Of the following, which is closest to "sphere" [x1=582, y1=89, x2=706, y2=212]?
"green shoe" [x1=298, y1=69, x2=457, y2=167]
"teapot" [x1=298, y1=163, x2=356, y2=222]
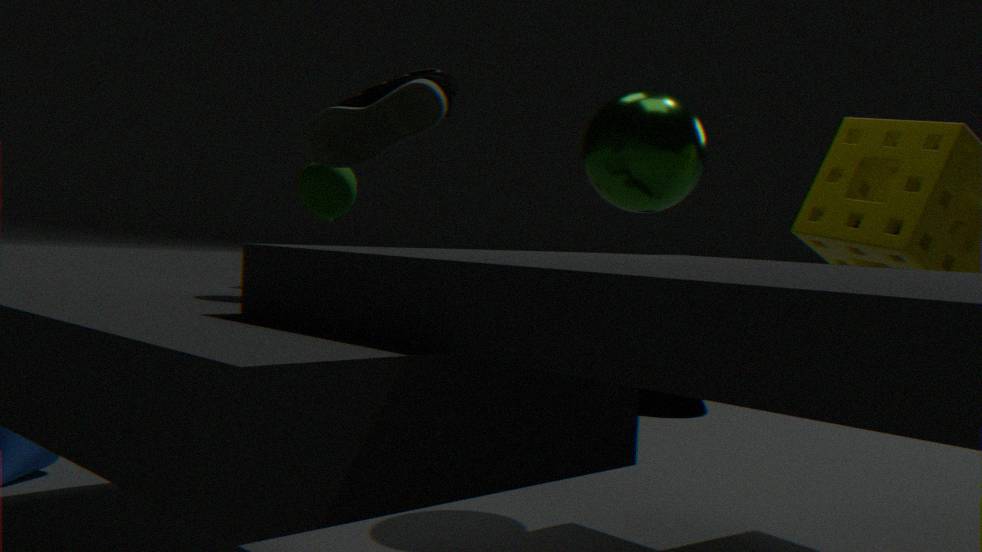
"green shoe" [x1=298, y1=69, x2=457, y2=167]
